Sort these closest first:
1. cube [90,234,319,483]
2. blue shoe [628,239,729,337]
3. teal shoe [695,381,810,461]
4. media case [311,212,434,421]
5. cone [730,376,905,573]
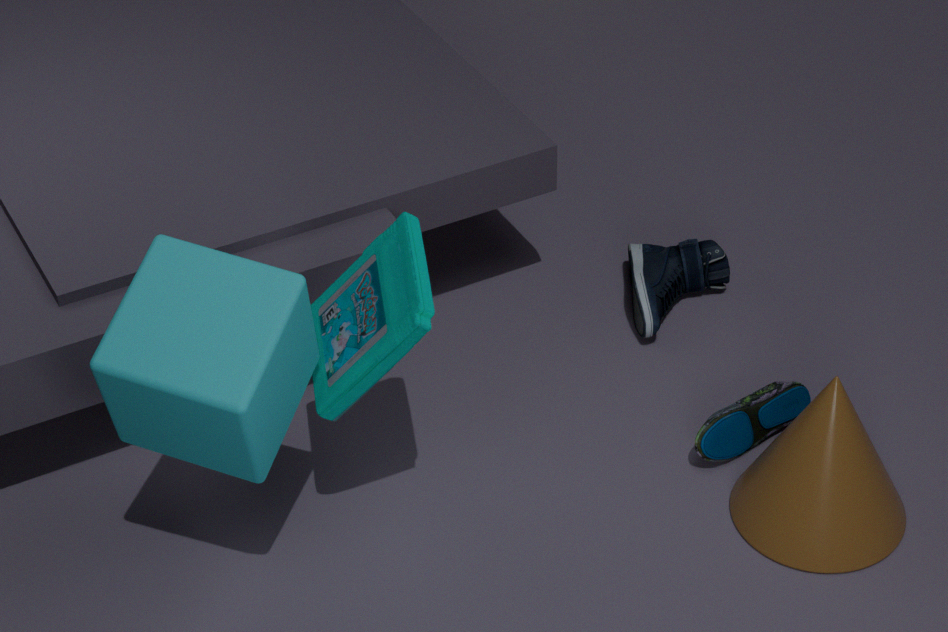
cube [90,234,319,483], media case [311,212,434,421], cone [730,376,905,573], teal shoe [695,381,810,461], blue shoe [628,239,729,337]
